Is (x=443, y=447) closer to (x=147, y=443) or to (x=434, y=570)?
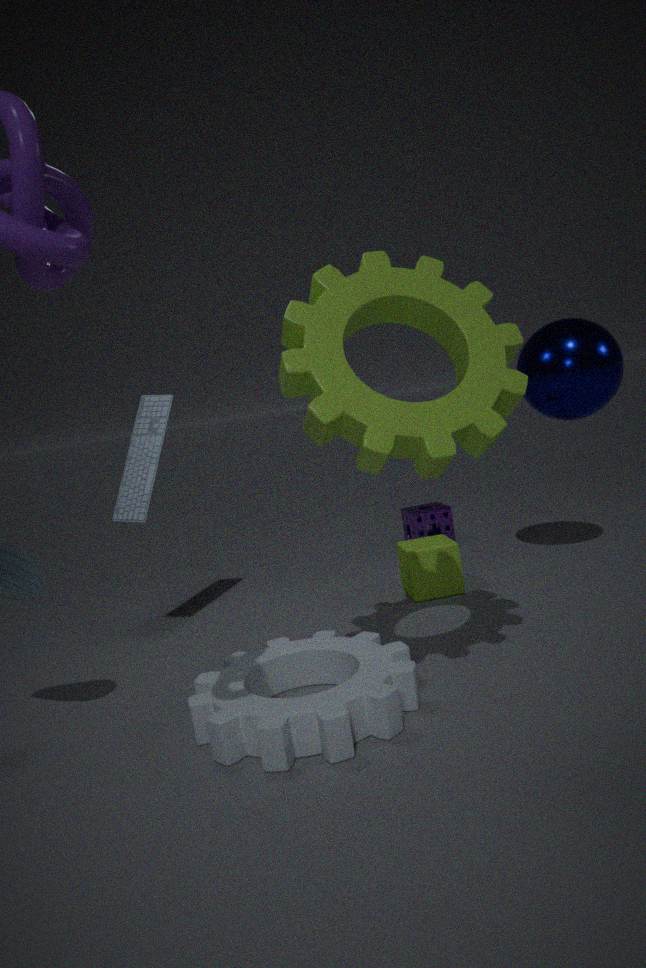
(x=434, y=570)
